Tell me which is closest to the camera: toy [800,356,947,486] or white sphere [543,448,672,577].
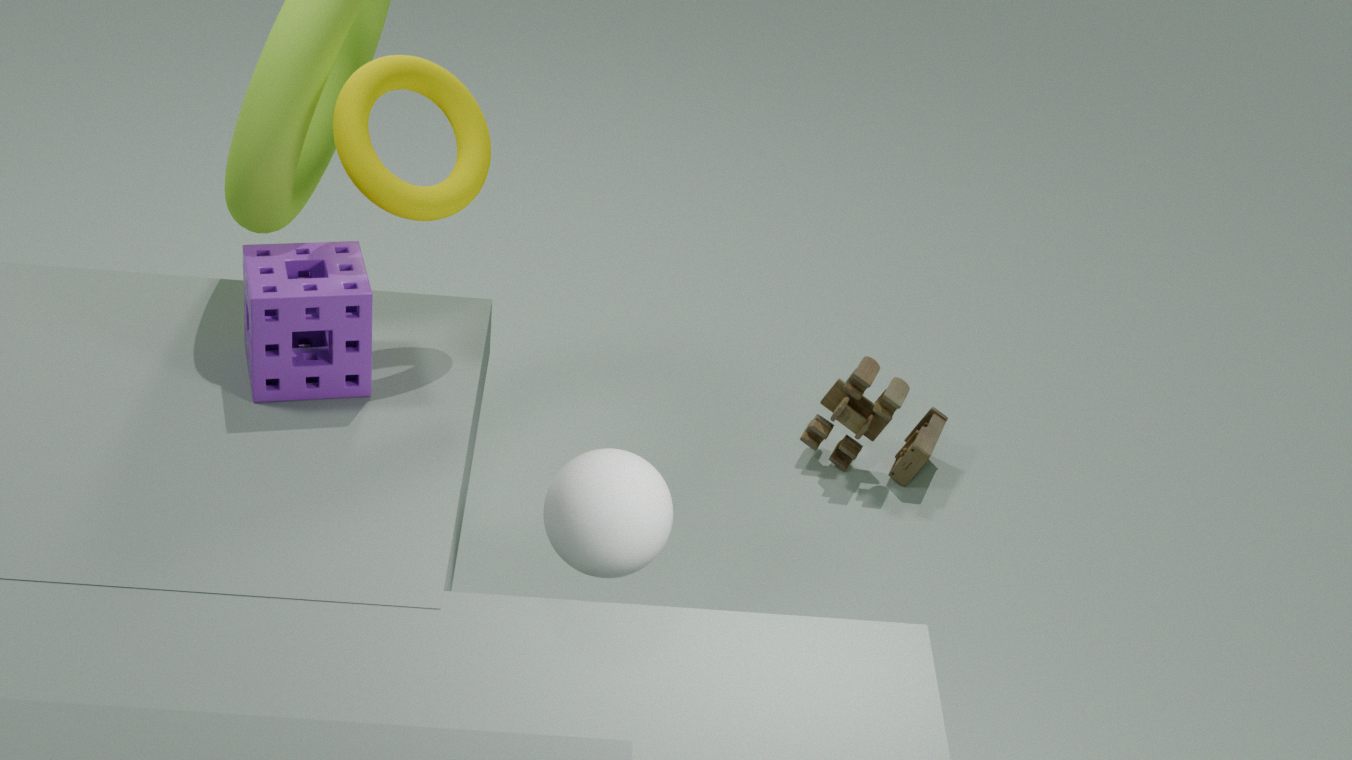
white sphere [543,448,672,577]
